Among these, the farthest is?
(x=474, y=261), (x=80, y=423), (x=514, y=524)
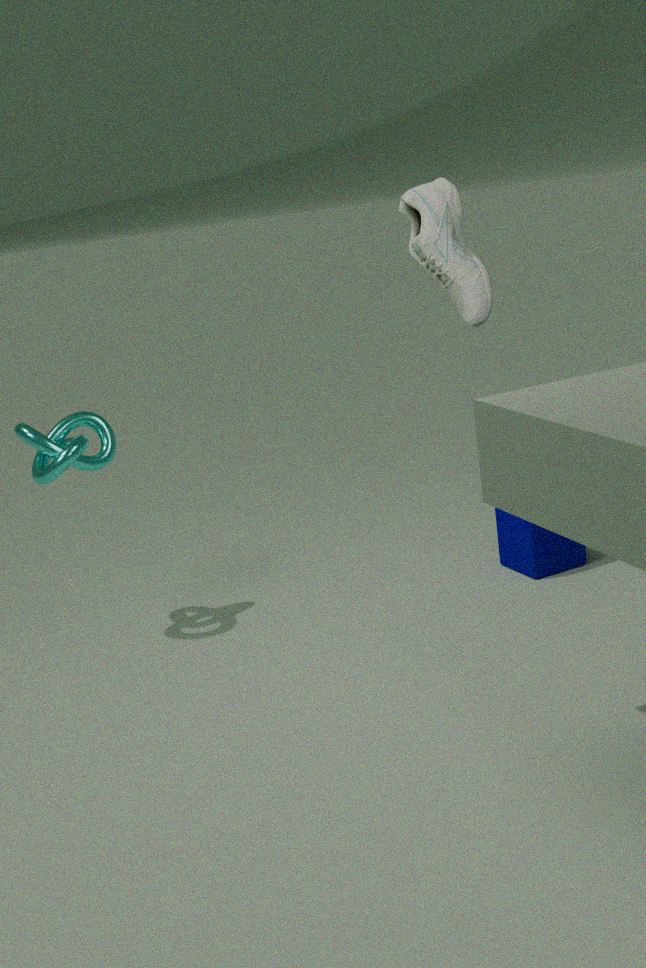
(x=474, y=261)
